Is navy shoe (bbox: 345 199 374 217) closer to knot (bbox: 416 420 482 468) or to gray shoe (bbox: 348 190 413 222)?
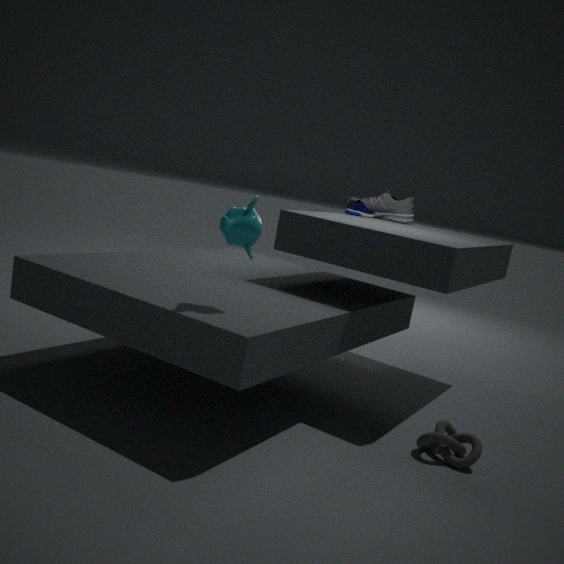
gray shoe (bbox: 348 190 413 222)
